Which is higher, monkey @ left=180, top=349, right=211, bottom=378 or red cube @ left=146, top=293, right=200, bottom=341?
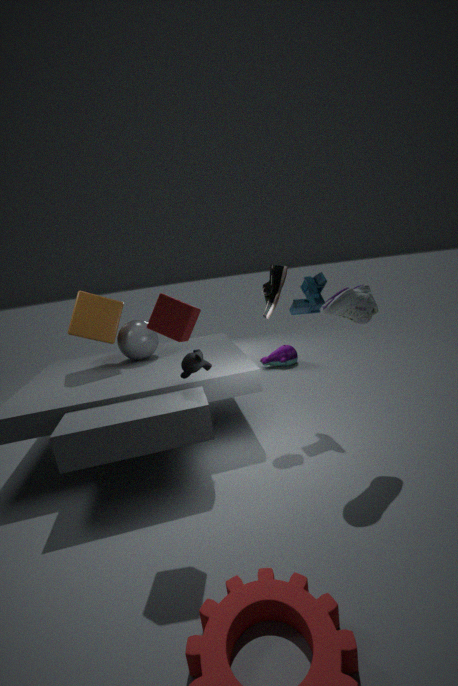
red cube @ left=146, top=293, right=200, bottom=341
